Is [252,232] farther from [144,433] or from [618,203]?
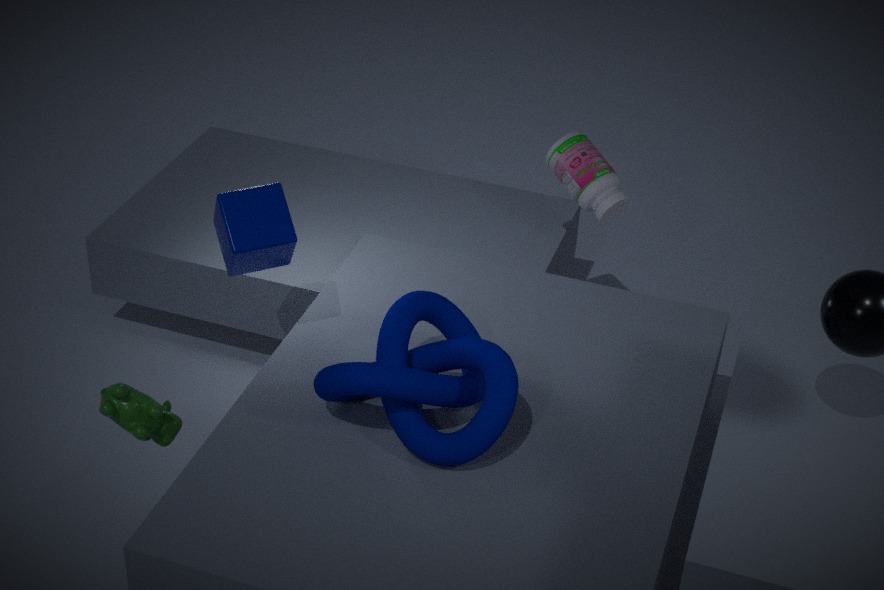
[618,203]
